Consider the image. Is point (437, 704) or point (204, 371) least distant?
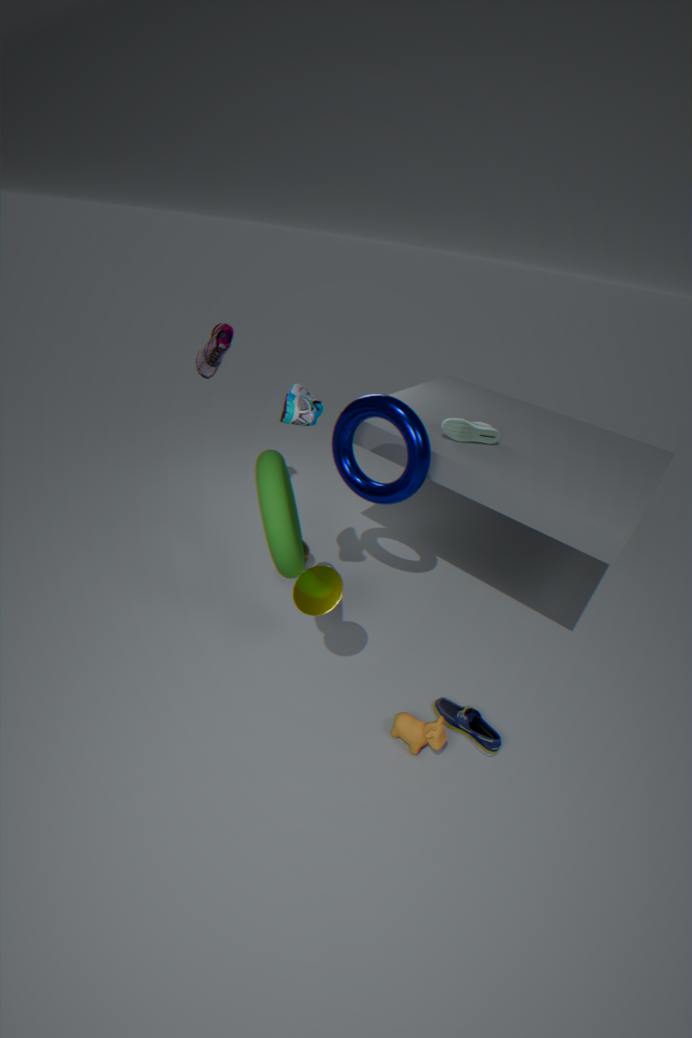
point (437, 704)
